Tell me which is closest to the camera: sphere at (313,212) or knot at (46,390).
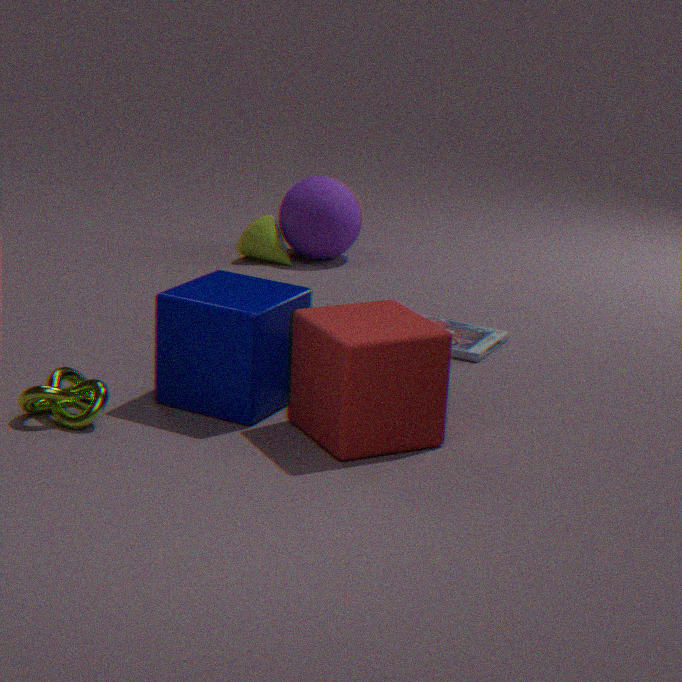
knot at (46,390)
